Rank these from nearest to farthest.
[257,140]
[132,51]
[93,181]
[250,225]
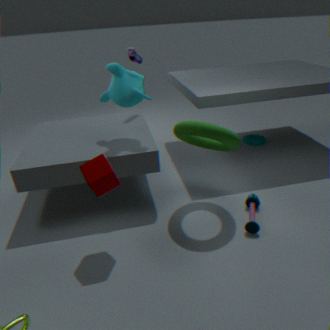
1. [93,181]
2. [250,225]
3. [132,51]
4. [257,140]
